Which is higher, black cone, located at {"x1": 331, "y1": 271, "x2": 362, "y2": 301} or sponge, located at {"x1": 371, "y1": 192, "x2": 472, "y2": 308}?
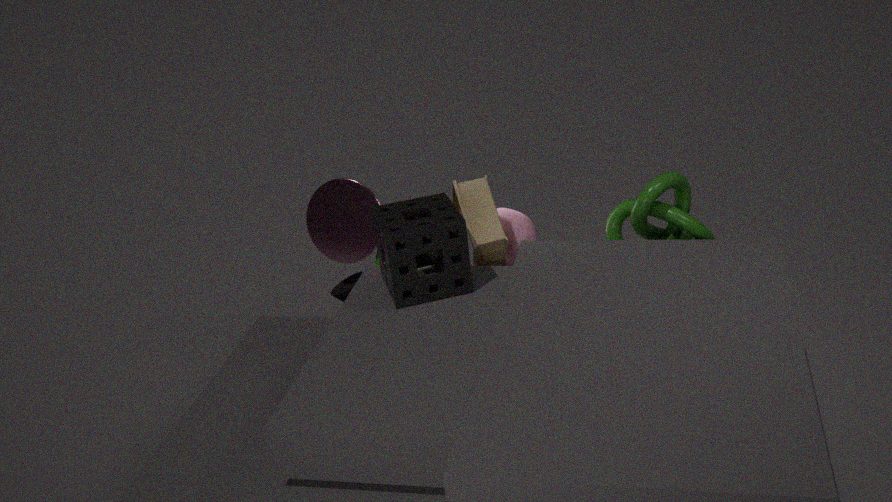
sponge, located at {"x1": 371, "y1": 192, "x2": 472, "y2": 308}
